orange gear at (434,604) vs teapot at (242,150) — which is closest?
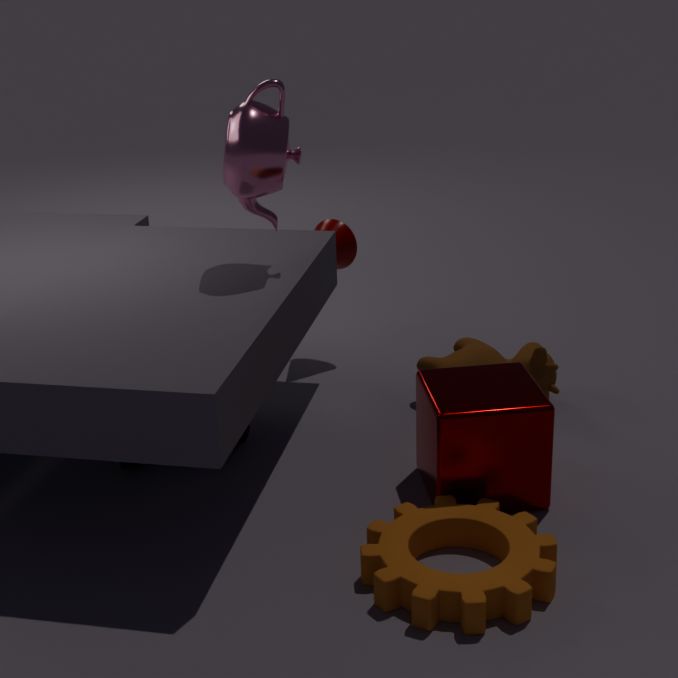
orange gear at (434,604)
